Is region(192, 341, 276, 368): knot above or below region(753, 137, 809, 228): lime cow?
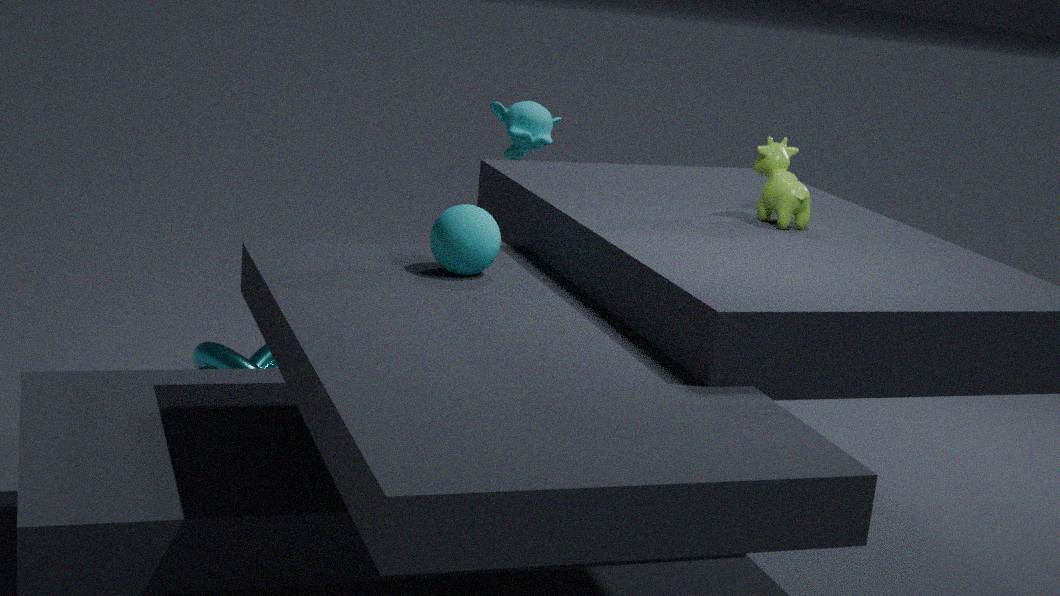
below
